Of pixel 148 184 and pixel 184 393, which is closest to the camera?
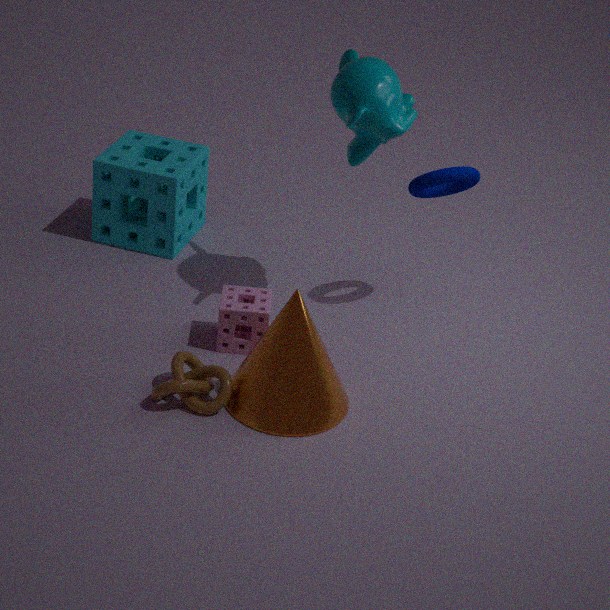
pixel 184 393
